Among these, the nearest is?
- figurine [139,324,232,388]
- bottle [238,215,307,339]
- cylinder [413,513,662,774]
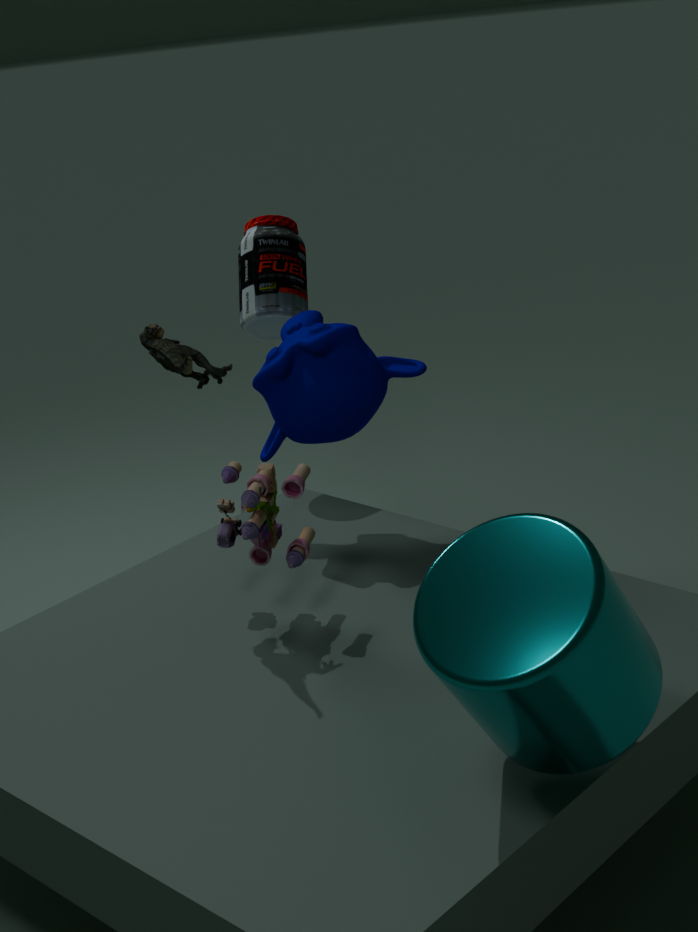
cylinder [413,513,662,774]
